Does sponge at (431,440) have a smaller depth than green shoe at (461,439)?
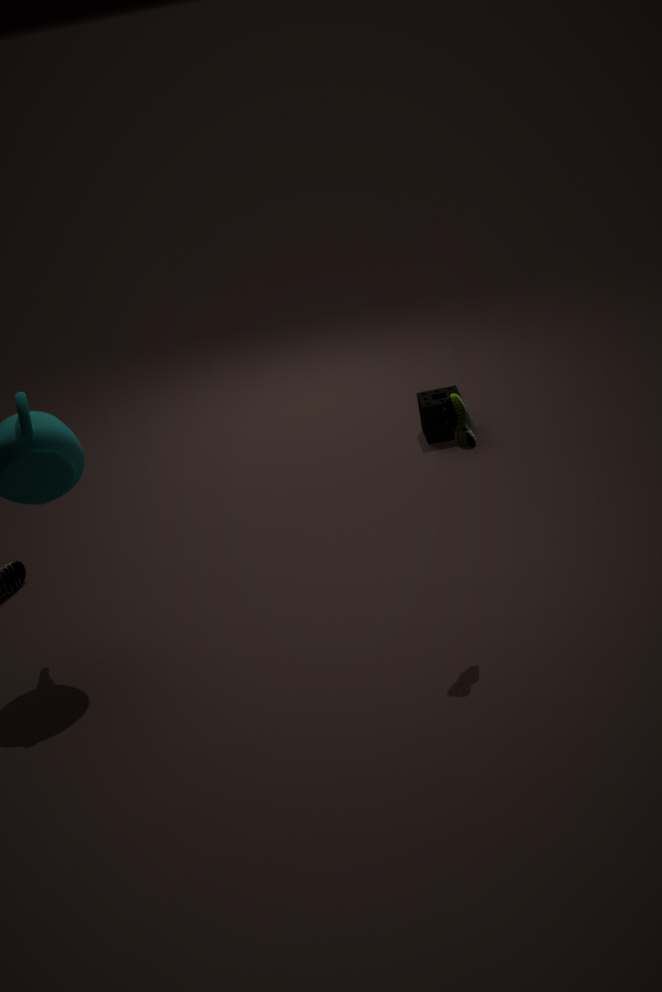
No
